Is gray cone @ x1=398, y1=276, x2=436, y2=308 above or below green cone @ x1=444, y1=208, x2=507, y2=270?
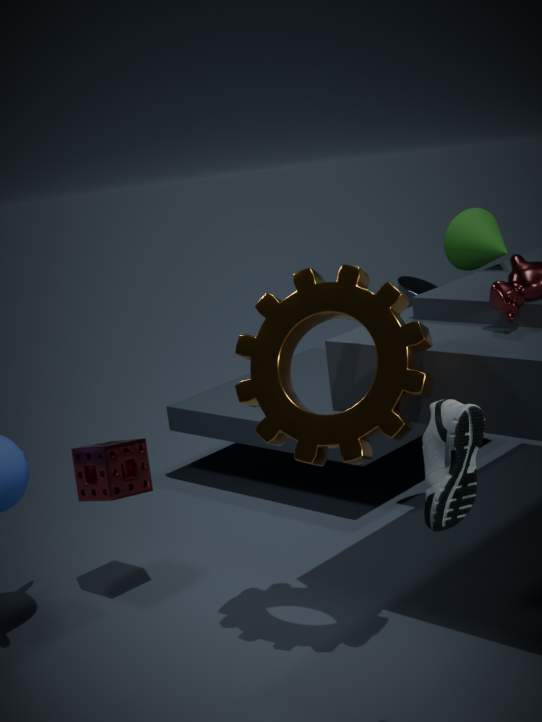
below
